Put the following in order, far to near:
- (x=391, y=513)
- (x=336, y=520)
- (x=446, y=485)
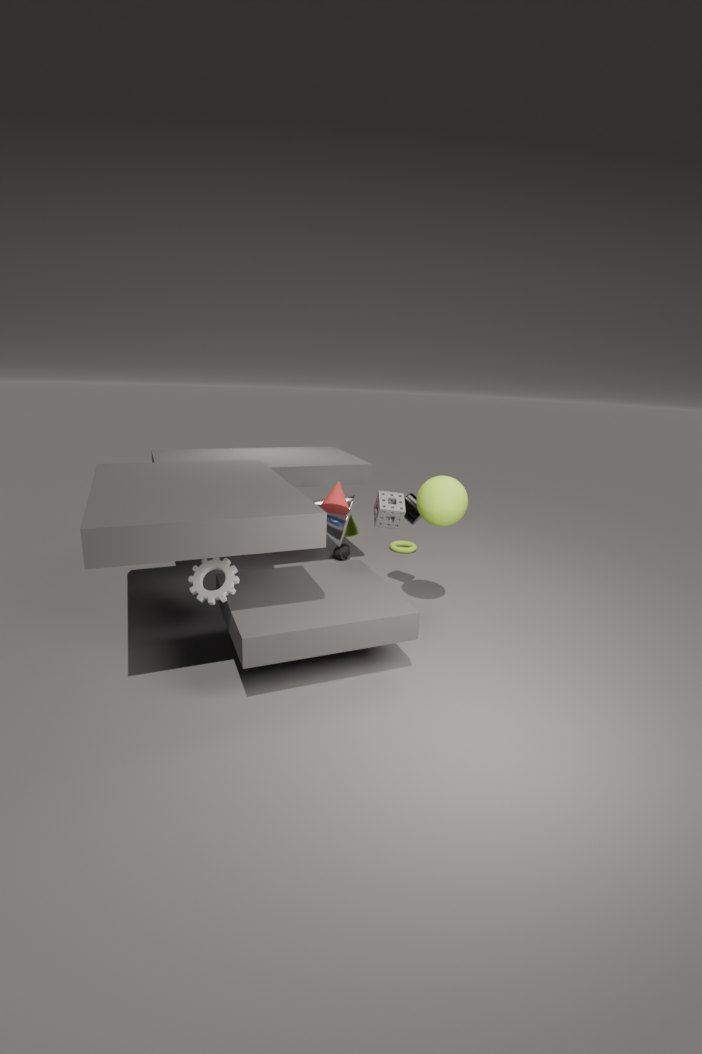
1. (x=336, y=520)
2. (x=391, y=513)
3. (x=446, y=485)
